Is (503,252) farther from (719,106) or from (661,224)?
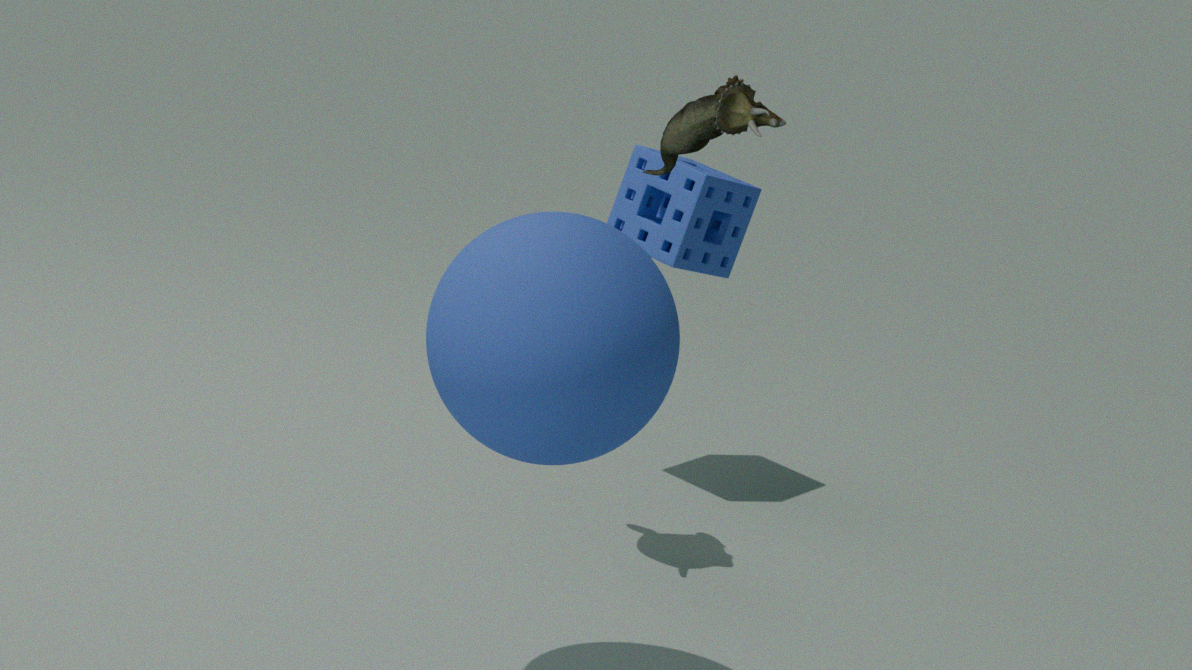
(661,224)
